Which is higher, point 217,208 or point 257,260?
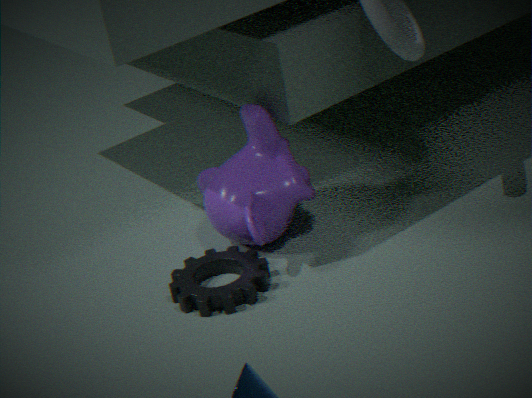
point 217,208
